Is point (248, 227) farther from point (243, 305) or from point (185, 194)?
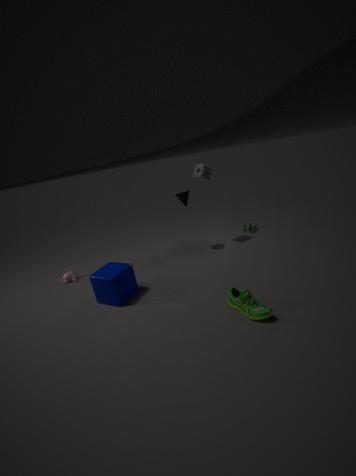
point (243, 305)
